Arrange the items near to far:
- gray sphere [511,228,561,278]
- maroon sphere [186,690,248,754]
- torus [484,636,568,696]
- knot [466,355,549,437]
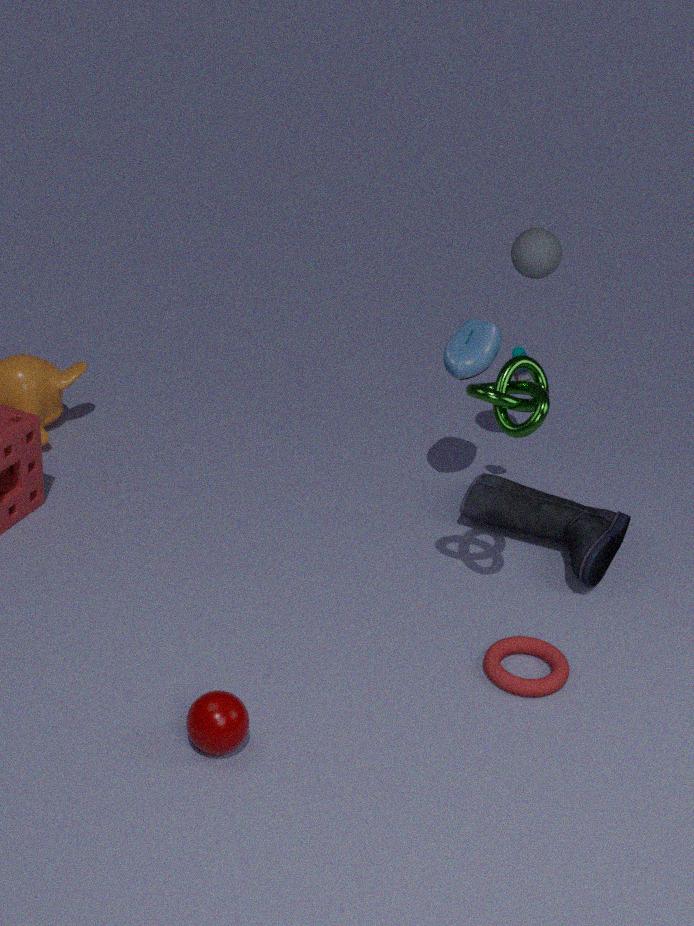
maroon sphere [186,690,248,754] → knot [466,355,549,437] → torus [484,636,568,696] → gray sphere [511,228,561,278]
